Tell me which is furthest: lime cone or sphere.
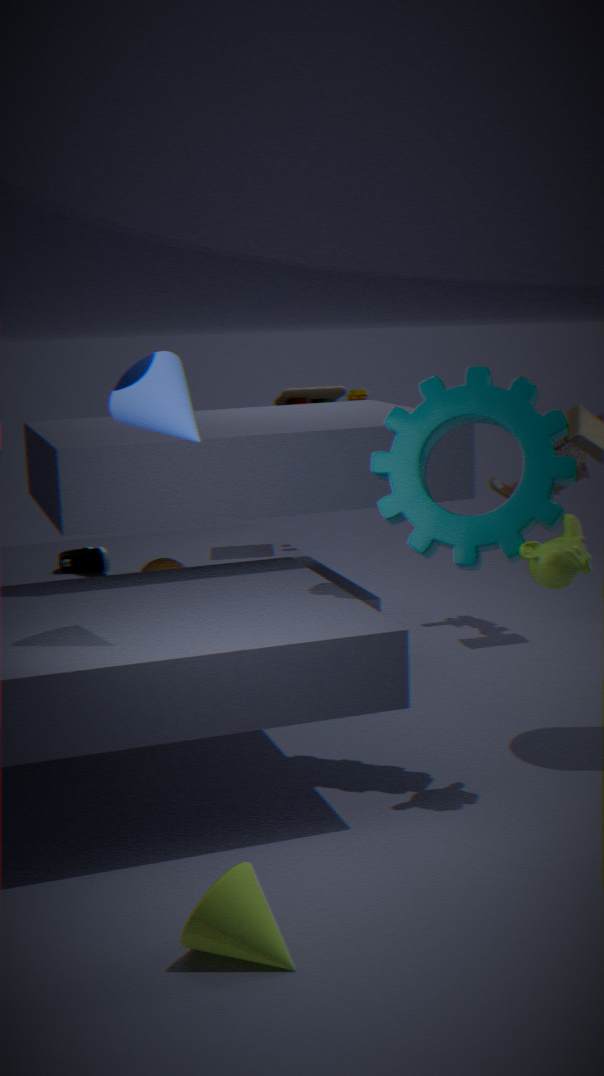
sphere
